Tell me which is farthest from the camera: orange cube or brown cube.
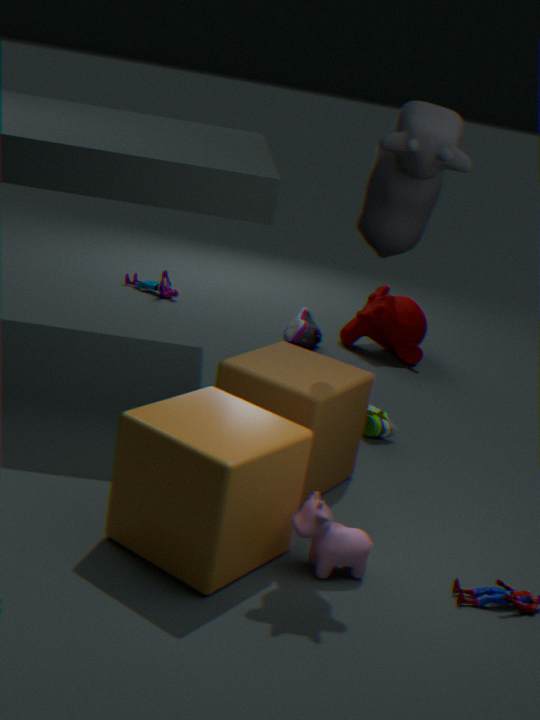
brown cube
